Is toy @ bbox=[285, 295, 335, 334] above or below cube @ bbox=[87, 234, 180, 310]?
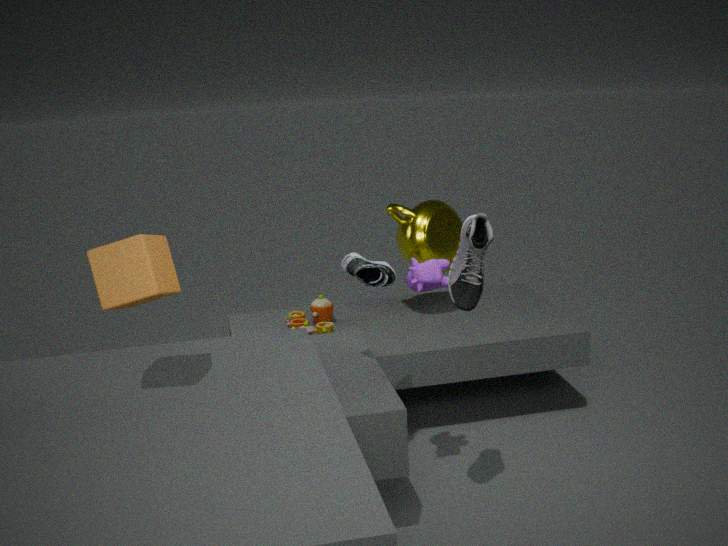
below
